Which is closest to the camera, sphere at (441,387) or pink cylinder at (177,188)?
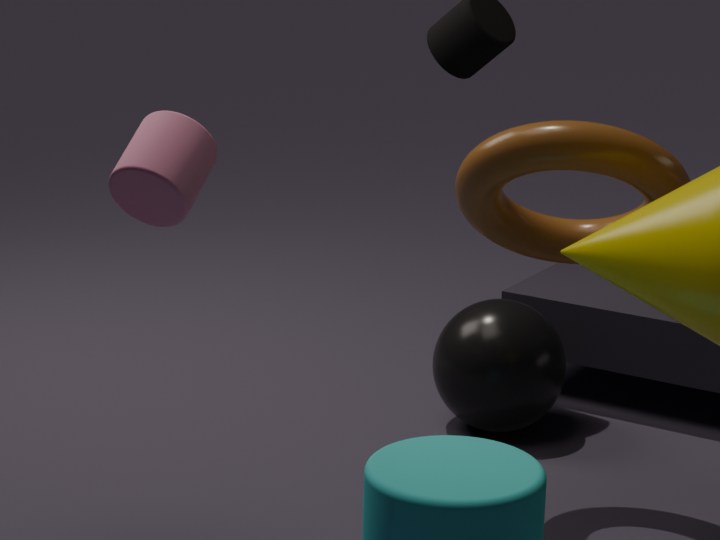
pink cylinder at (177,188)
